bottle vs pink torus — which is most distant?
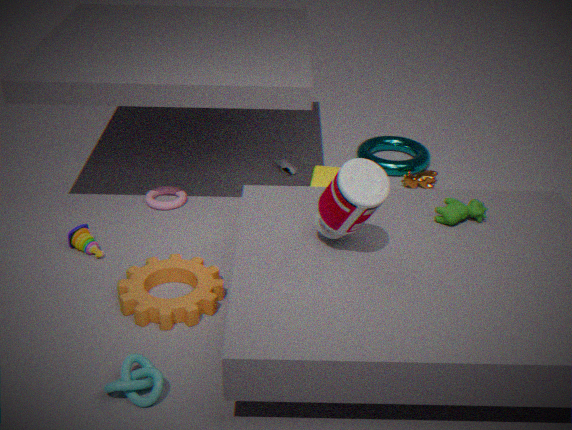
pink torus
